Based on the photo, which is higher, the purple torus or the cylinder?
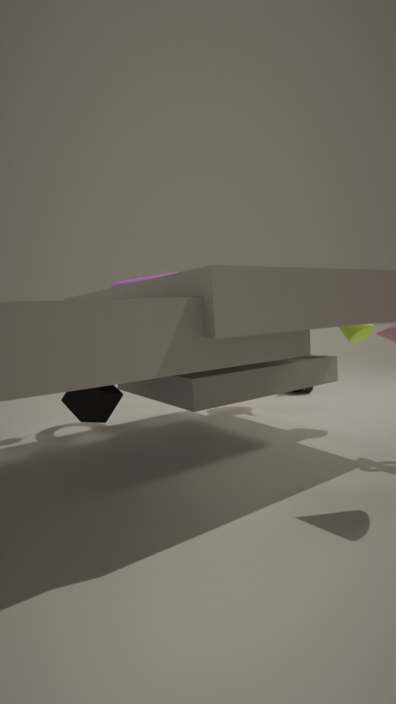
the purple torus
